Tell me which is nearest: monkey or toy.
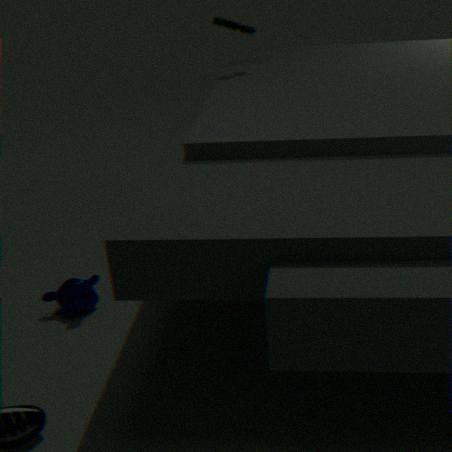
monkey
